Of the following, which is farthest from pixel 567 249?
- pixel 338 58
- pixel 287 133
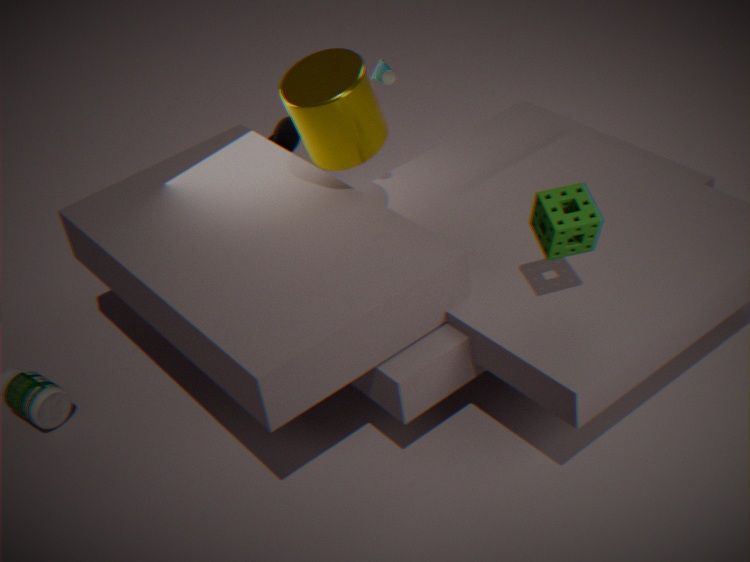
pixel 287 133
